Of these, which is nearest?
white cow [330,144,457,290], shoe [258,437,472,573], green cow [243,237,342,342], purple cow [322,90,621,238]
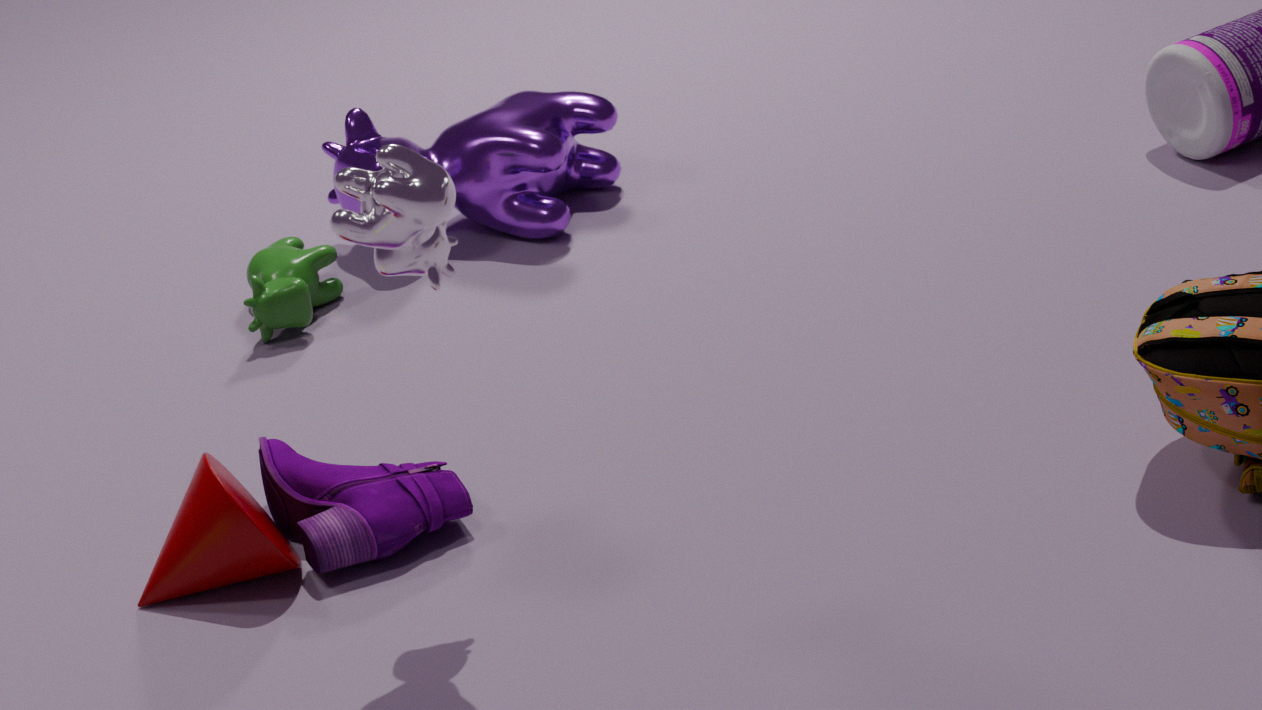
white cow [330,144,457,290]
